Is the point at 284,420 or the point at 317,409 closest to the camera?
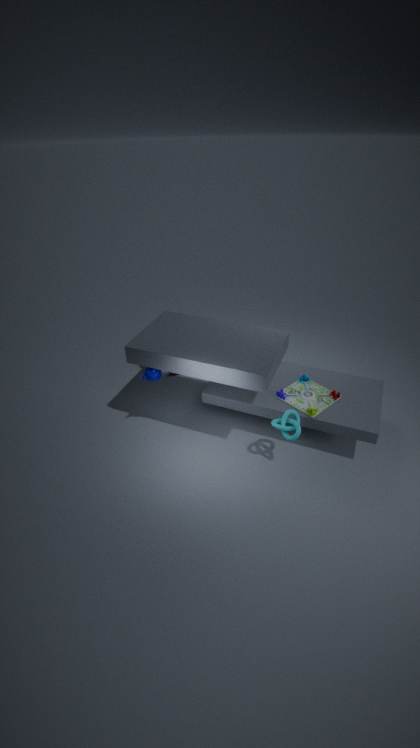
the point at 284,420
